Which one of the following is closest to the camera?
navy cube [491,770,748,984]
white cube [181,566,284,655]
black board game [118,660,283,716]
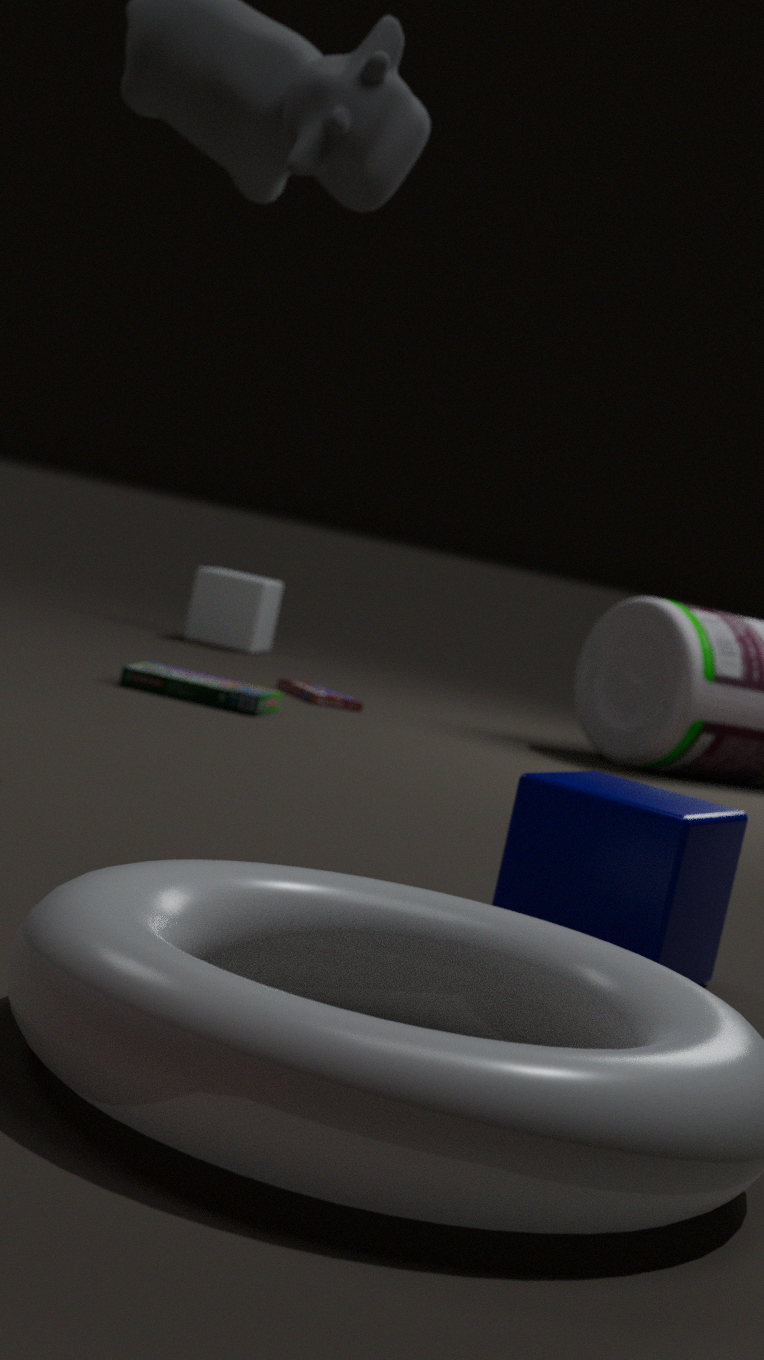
navy cube [491,770,748,984]
